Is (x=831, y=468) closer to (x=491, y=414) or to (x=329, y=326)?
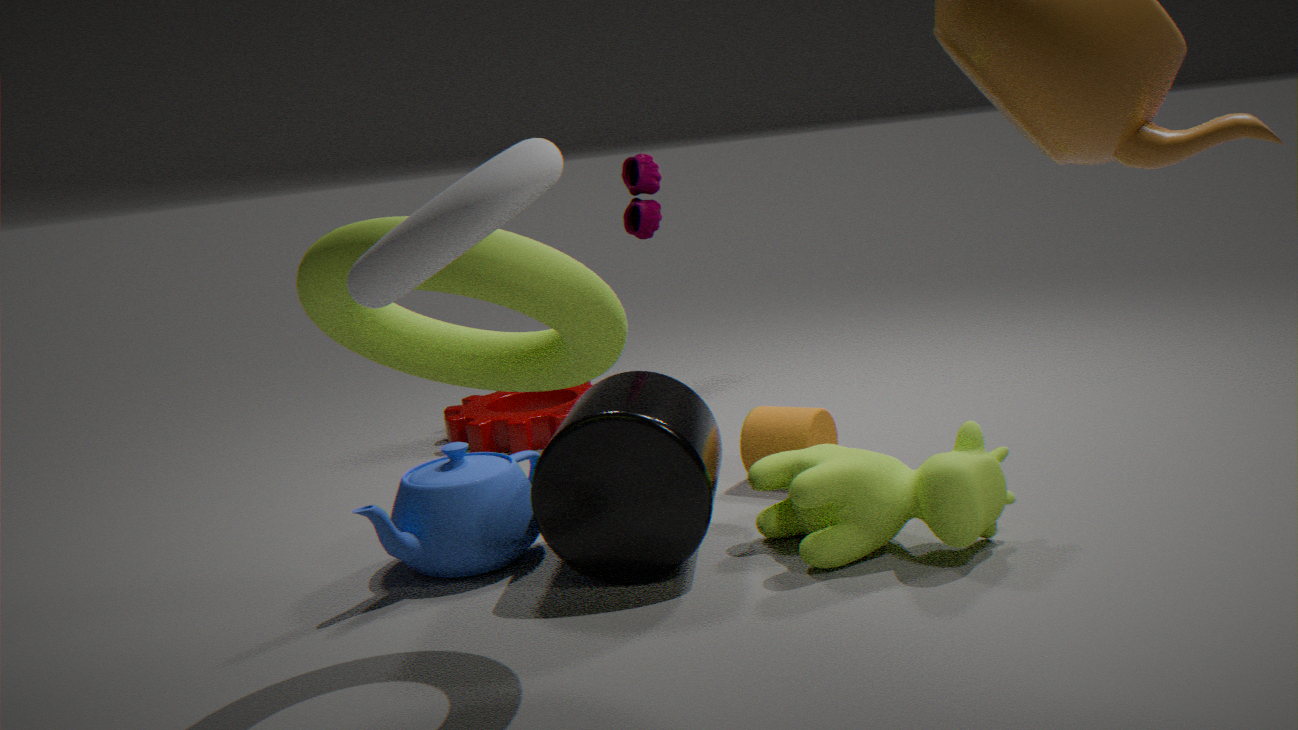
(x=329, y=326)
